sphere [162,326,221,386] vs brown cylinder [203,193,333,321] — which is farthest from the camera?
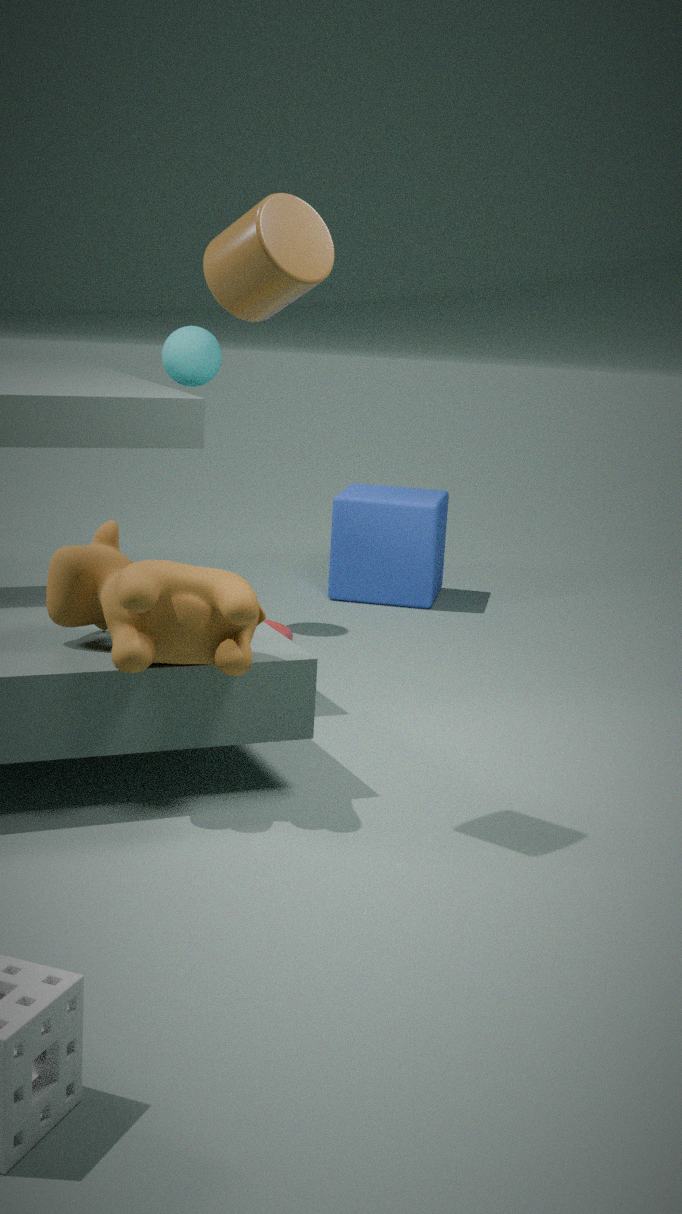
sphere [162,326,221,386]
